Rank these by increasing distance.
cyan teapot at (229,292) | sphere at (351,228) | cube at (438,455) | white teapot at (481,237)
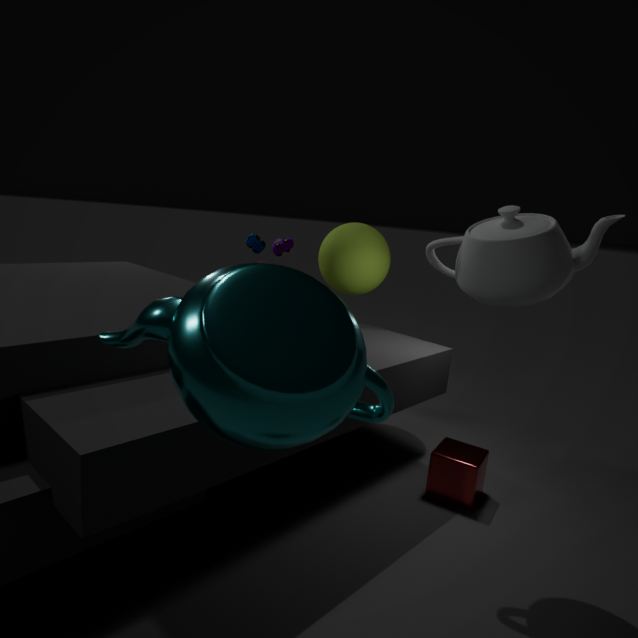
cyan teapot at (229,292) < white teapot at (481,237) < cube at (438,455) < sphere at (351,228)
